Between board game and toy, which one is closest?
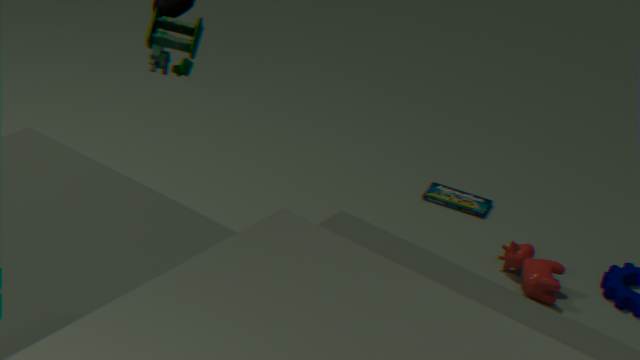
toy
